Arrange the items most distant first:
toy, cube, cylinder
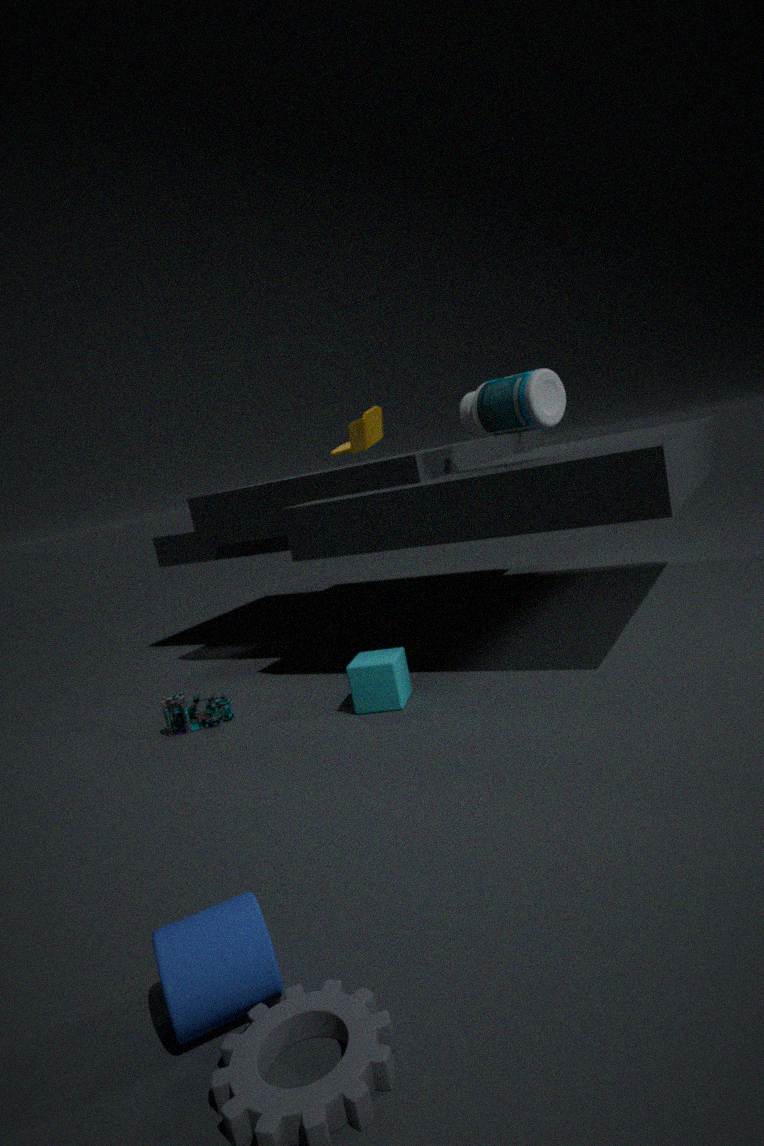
toy
cube
cylinder
